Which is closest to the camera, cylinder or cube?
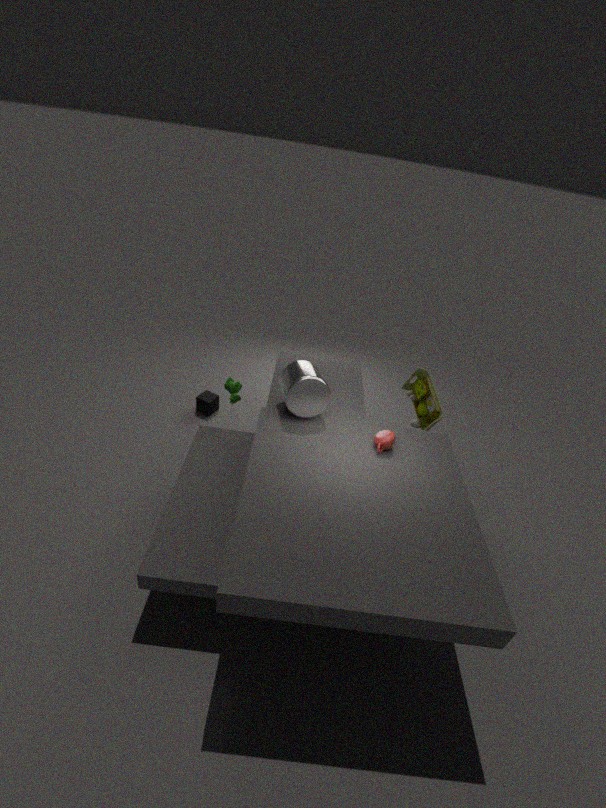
cylinder
